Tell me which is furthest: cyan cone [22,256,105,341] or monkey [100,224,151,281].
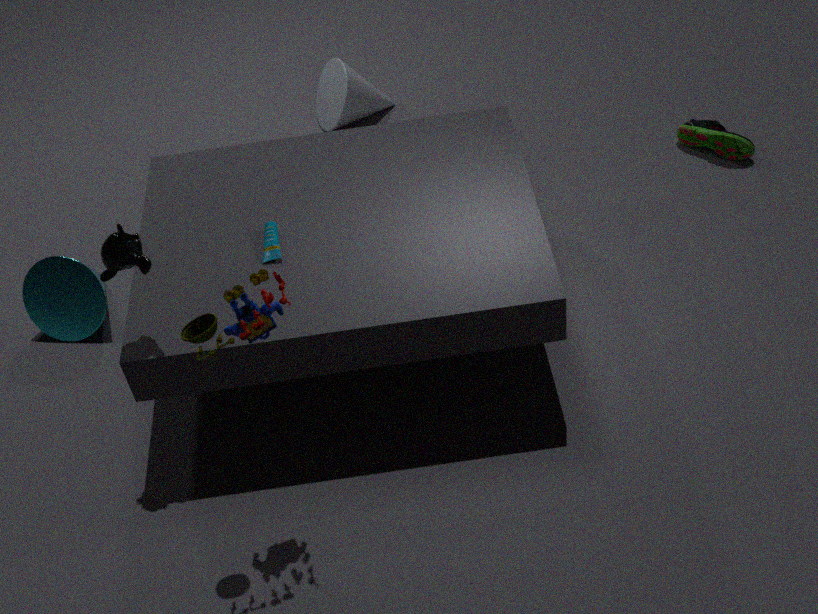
cyan cone [22,256,105,341]
